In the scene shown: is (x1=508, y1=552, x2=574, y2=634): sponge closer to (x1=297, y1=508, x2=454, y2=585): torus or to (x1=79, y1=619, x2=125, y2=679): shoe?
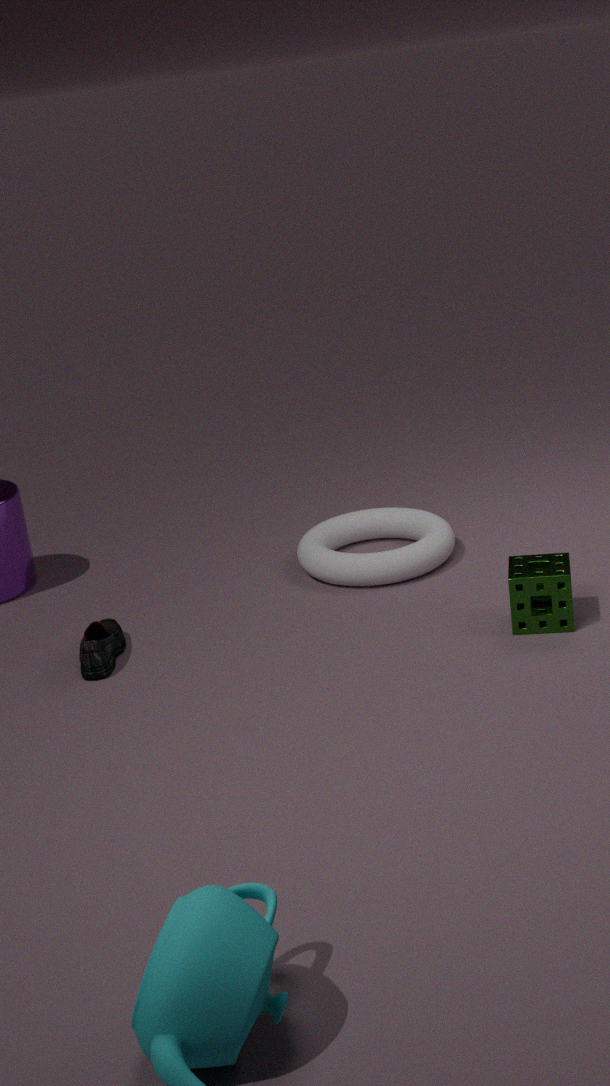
(x1=297, y1=508, x2=454, y2=585): torus
